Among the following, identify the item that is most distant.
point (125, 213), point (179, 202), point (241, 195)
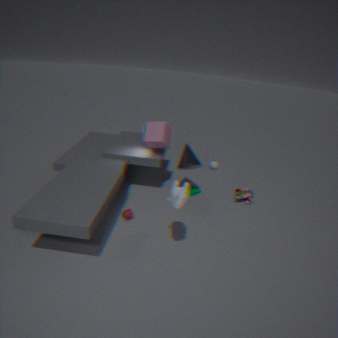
point (241, 195)
